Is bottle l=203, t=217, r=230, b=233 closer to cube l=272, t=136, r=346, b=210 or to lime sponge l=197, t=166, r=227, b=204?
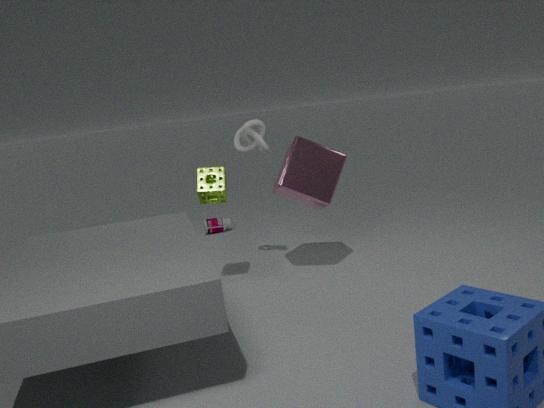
cube l=272, t=136, r=346, b=210
